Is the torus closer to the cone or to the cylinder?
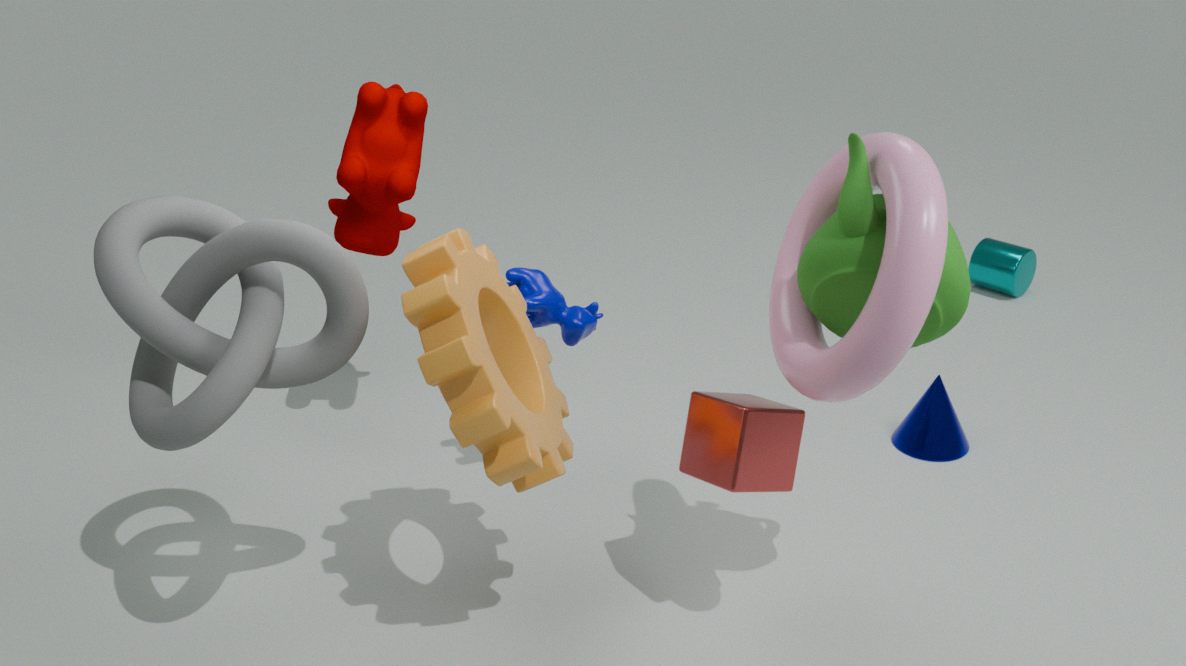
the cone
